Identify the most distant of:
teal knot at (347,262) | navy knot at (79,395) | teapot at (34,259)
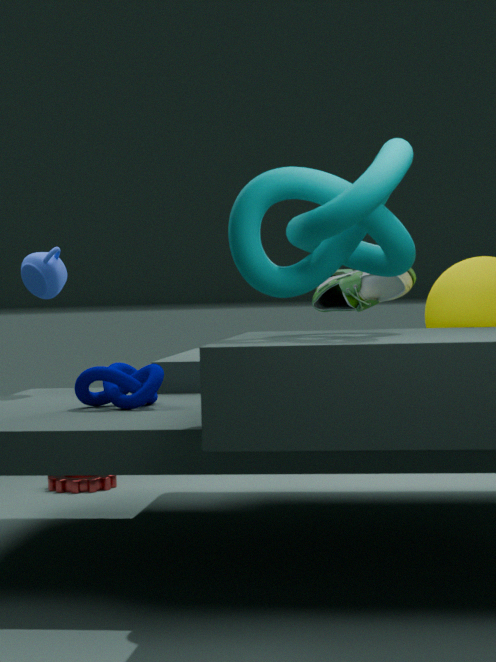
teapot at (34,259)
